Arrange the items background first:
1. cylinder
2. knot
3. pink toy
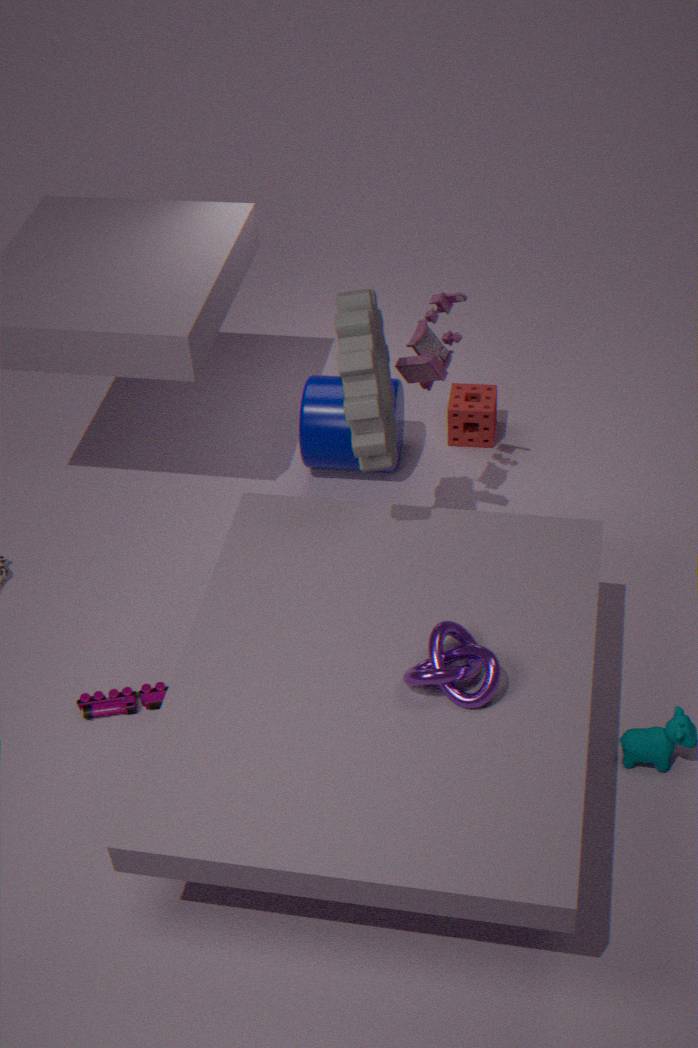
cylinder < pink toy < knot
